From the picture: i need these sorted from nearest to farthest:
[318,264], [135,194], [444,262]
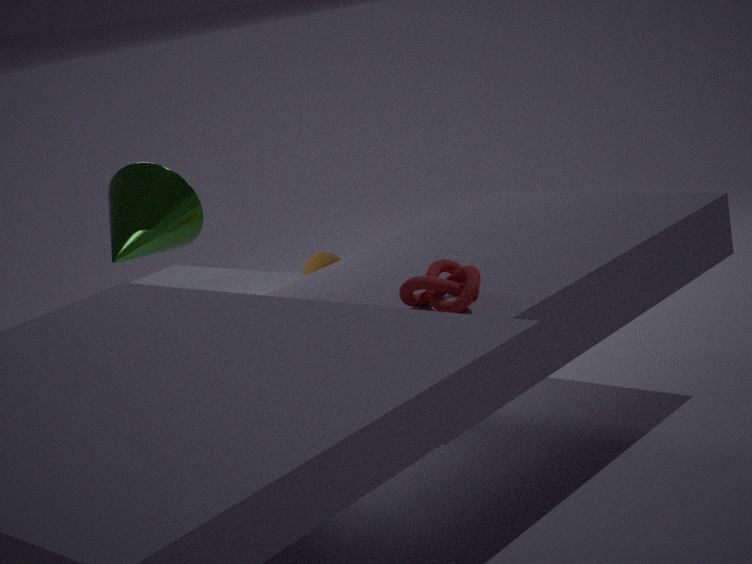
[444,262] → [135,194] → [318,264]
